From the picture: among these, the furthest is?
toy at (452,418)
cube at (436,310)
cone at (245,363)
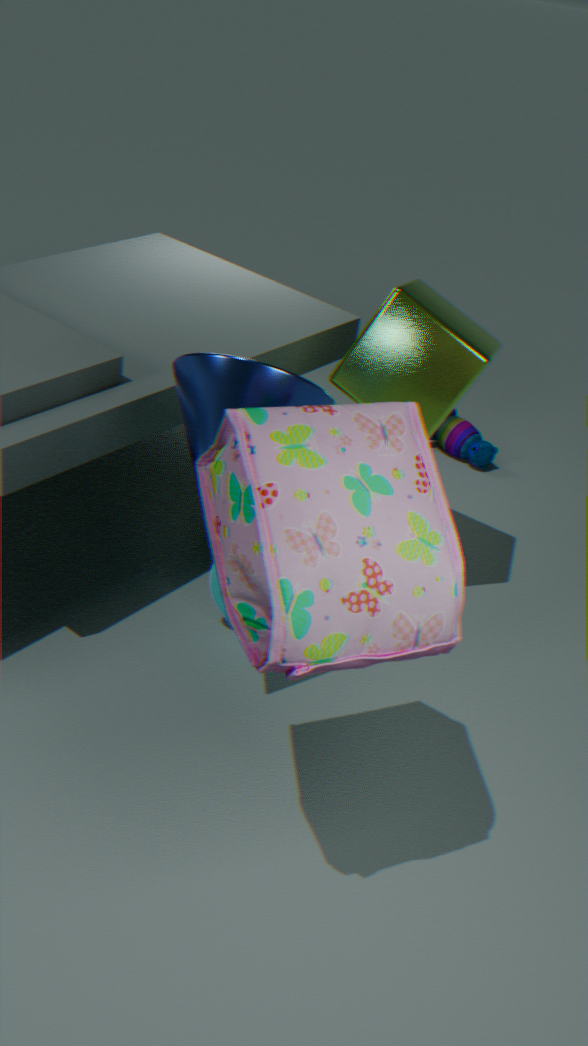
toy at (452,418)
